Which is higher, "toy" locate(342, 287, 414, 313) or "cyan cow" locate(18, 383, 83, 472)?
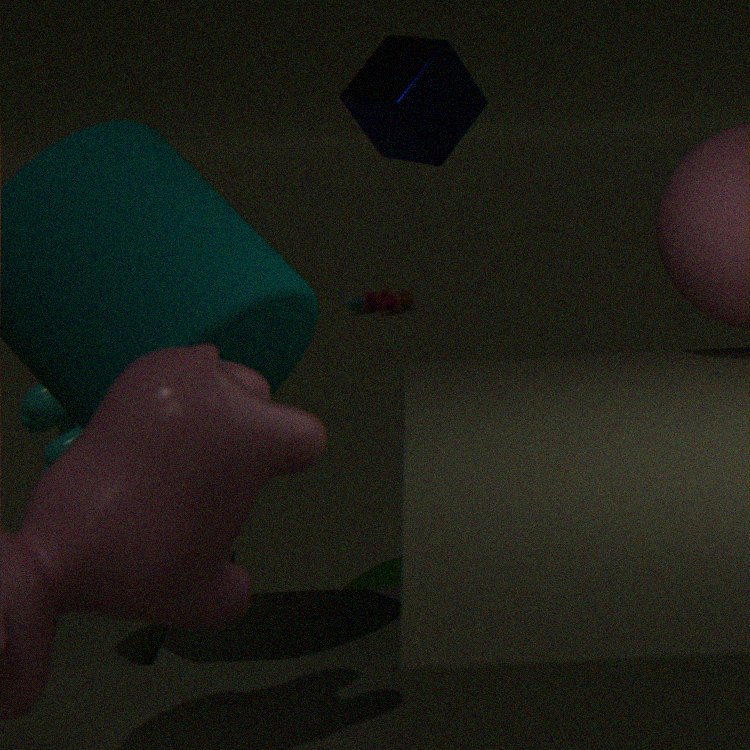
"cyan cow" locate(18, 383, 83, 472)
